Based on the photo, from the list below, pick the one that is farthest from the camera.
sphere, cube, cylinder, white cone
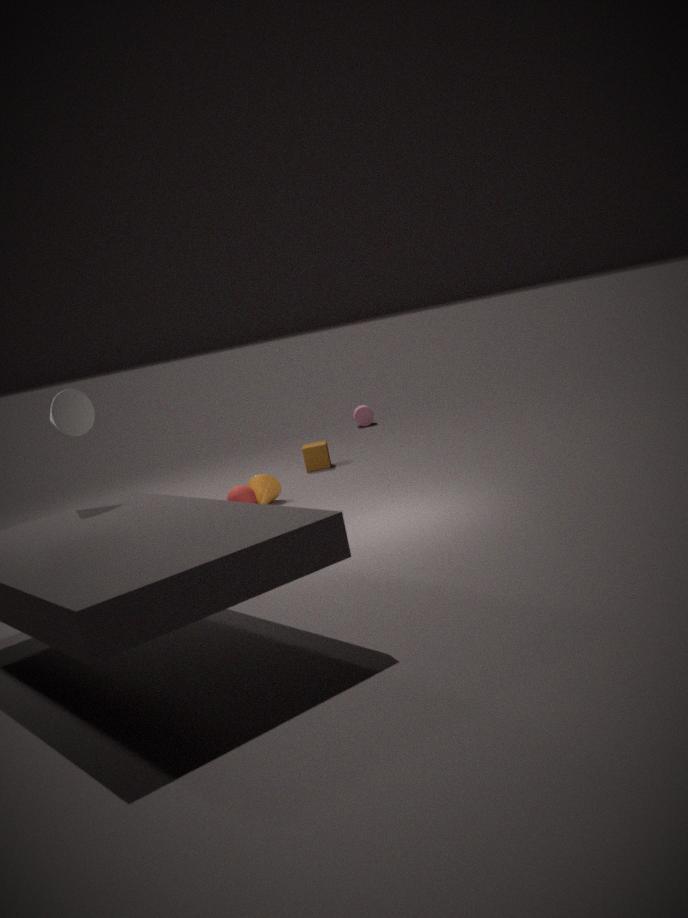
cylinder
